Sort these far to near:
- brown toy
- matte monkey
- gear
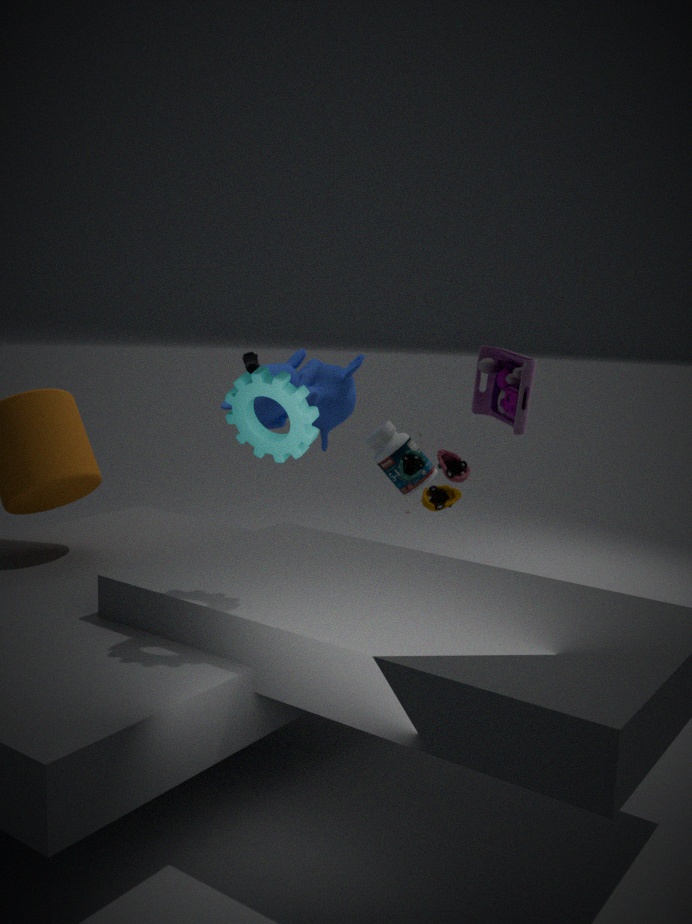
matte monkey < brown toy < gear
